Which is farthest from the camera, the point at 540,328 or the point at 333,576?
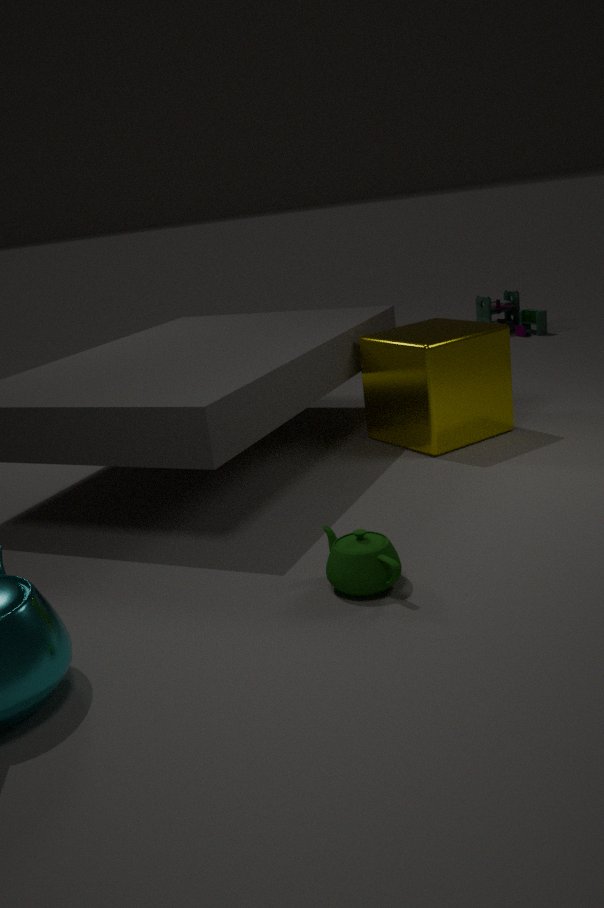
the point at 540,328
